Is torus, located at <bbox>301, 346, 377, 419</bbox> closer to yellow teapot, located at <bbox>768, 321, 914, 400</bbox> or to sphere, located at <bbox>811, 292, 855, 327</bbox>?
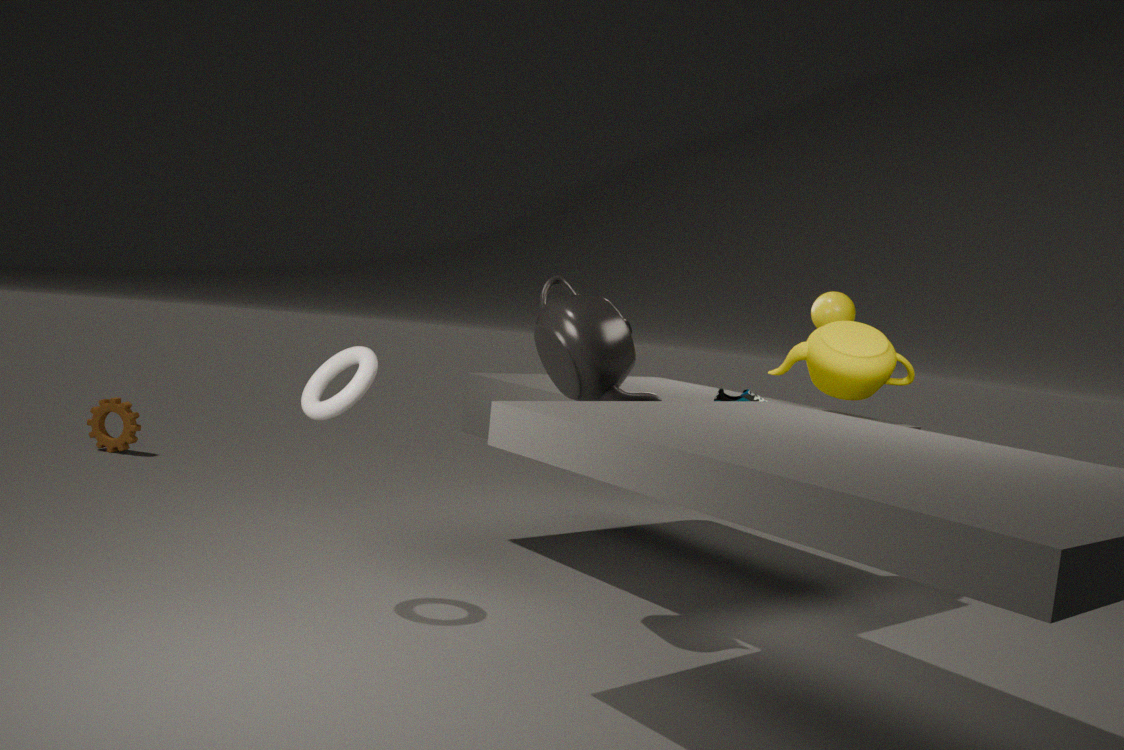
yellow teapot, located at <bbox>768, 321, 914, 400</bbox>
